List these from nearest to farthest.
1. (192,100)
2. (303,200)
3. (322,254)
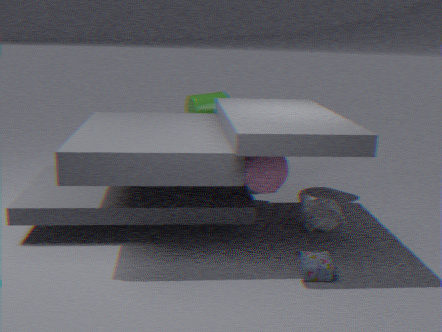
(322,254)
(303,200)
(192,100)
